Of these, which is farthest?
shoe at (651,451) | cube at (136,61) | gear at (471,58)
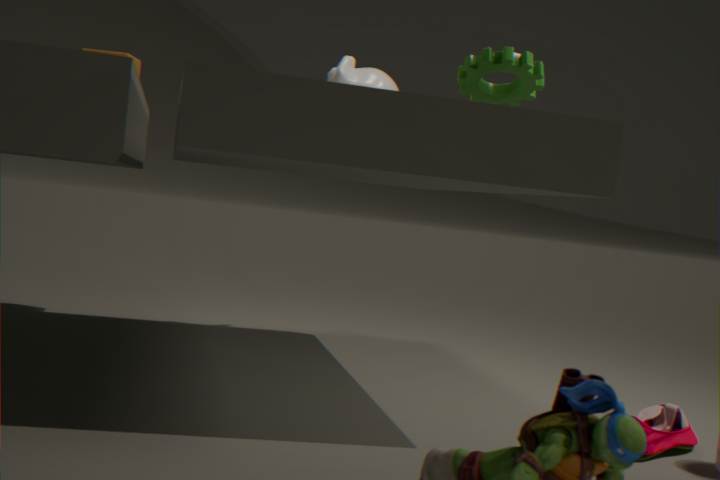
cube at (136,61)
